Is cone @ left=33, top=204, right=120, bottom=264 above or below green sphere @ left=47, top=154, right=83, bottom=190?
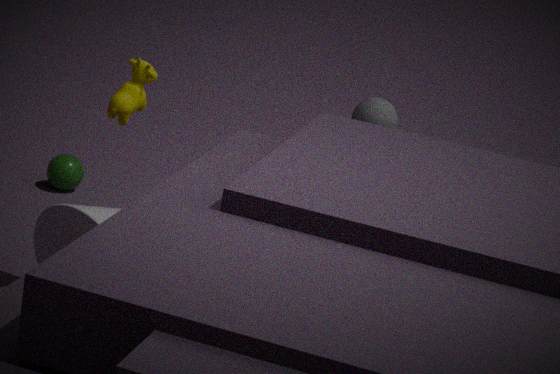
above
